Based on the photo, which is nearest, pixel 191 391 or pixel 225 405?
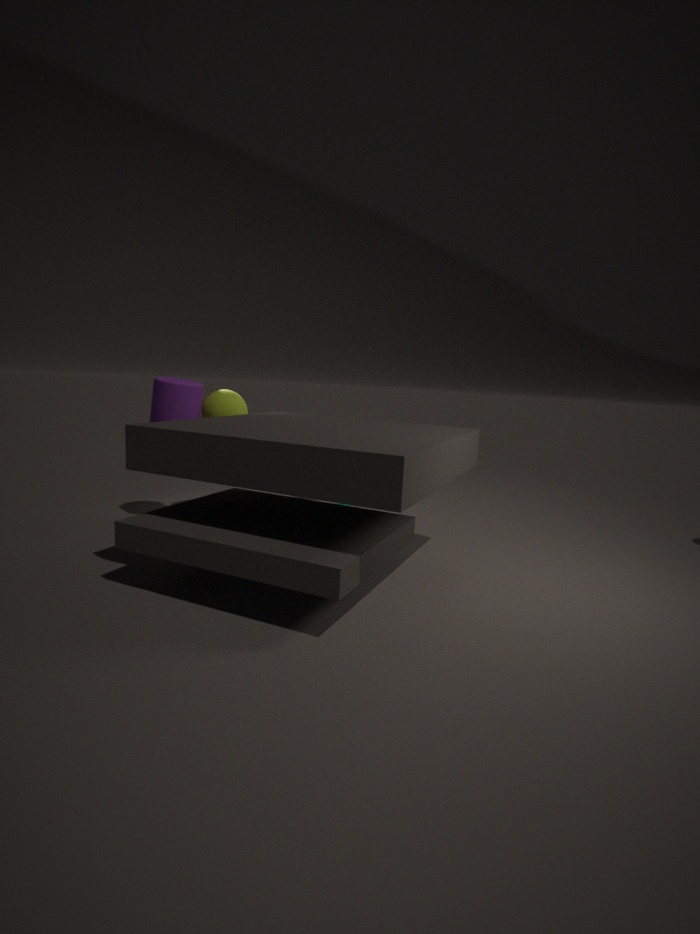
pixel 191 391
